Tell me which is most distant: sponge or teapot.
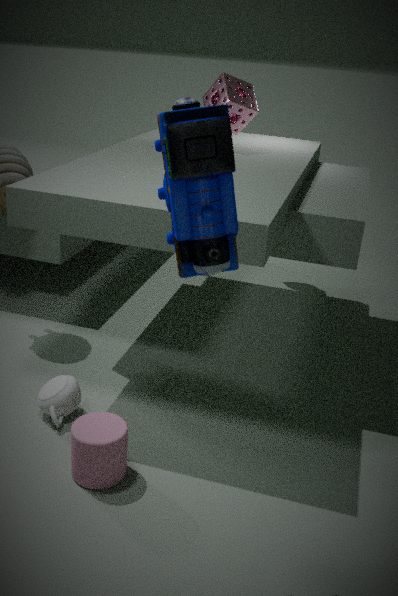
sponge
